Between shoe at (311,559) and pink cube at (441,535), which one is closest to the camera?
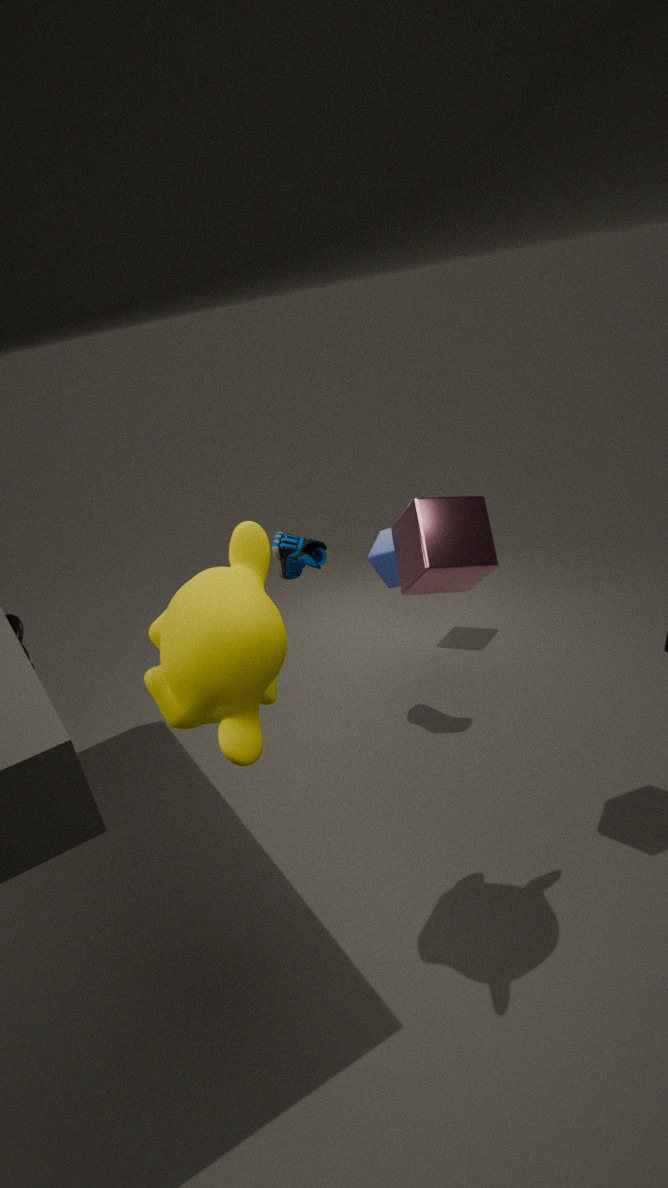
pink cube at (441,535)
